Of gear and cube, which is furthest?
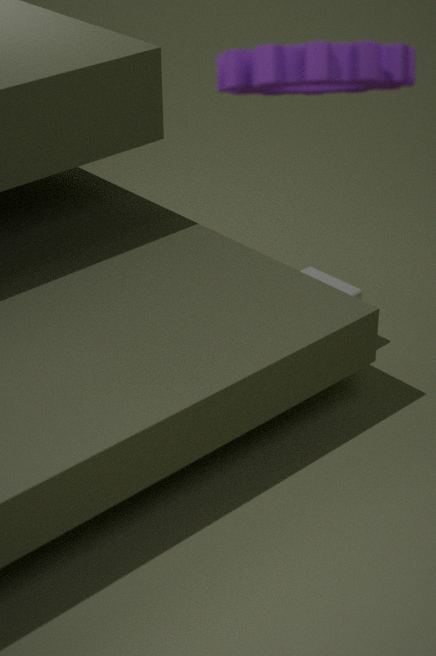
cube
